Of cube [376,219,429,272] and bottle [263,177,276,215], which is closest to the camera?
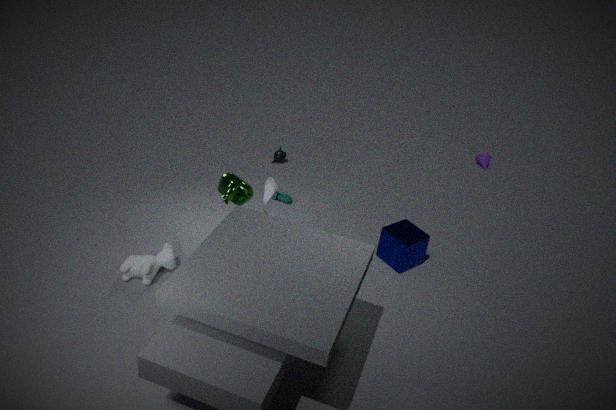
bottle [263,177,276,215]
